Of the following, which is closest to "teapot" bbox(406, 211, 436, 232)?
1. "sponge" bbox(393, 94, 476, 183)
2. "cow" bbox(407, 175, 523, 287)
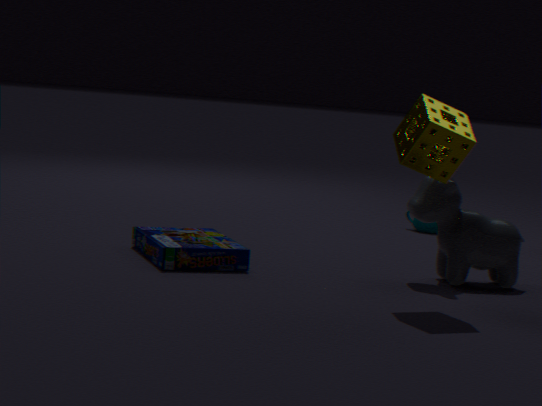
"cow" bbox(407, 175, 523, 287)
